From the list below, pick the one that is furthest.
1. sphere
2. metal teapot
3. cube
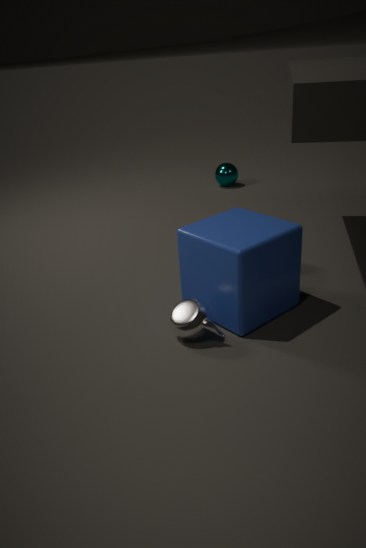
sphere
